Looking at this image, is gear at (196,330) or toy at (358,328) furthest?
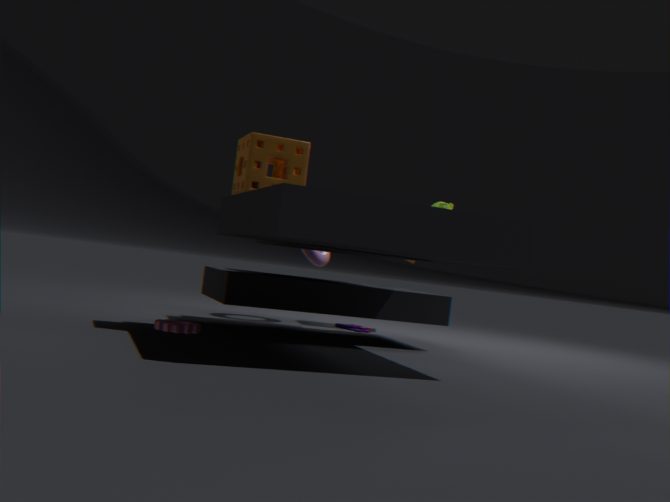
toy at (358,328)
